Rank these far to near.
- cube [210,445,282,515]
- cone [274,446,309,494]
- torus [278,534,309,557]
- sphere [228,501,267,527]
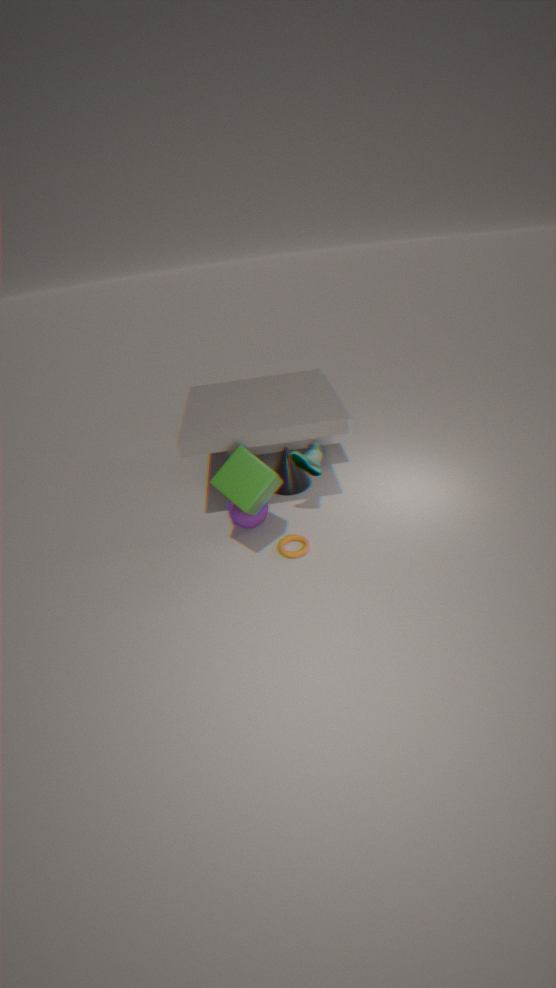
cone [274,446,309,494] → sphere [228,501,267,527] → torus [278,534,309,557] → cube [210,445,282,515]
